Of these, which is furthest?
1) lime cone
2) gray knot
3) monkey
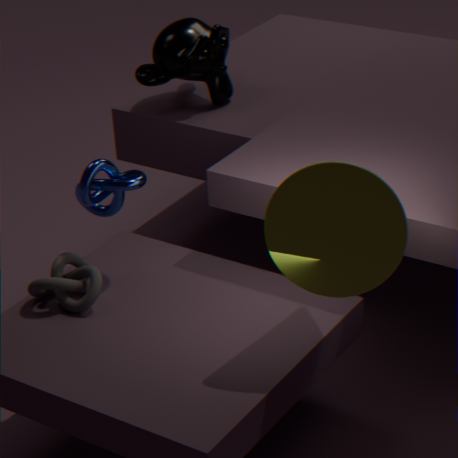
3. monkey
